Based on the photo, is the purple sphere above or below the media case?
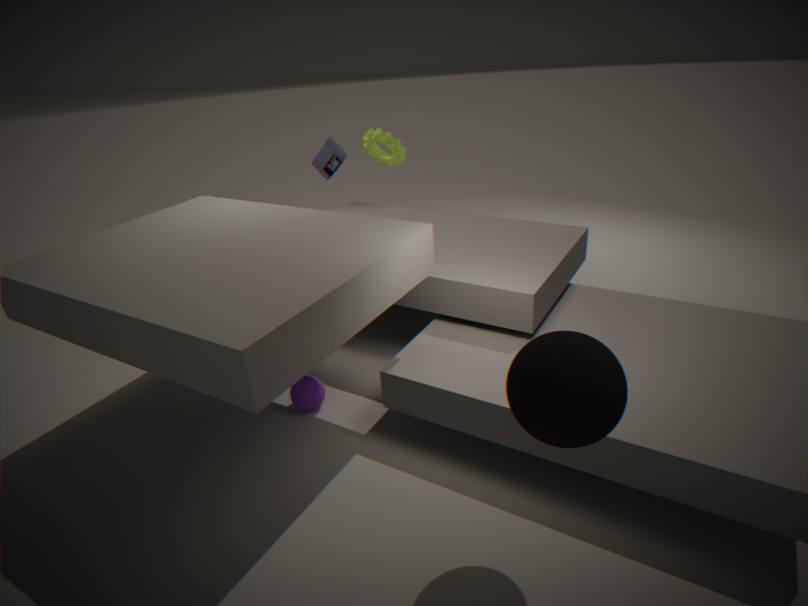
below
